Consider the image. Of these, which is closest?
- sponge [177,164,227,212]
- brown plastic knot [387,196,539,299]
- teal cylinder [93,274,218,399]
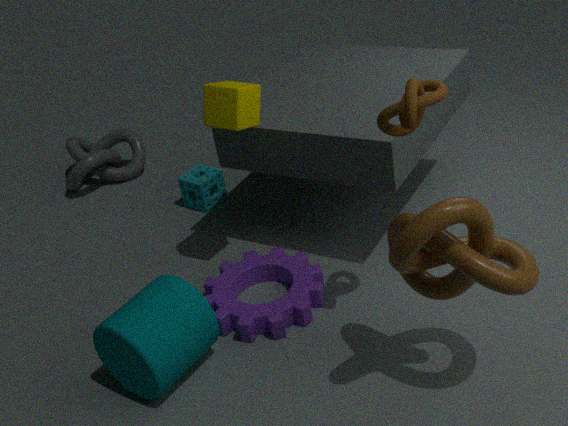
brown plastic knot [387,196,539,299]
